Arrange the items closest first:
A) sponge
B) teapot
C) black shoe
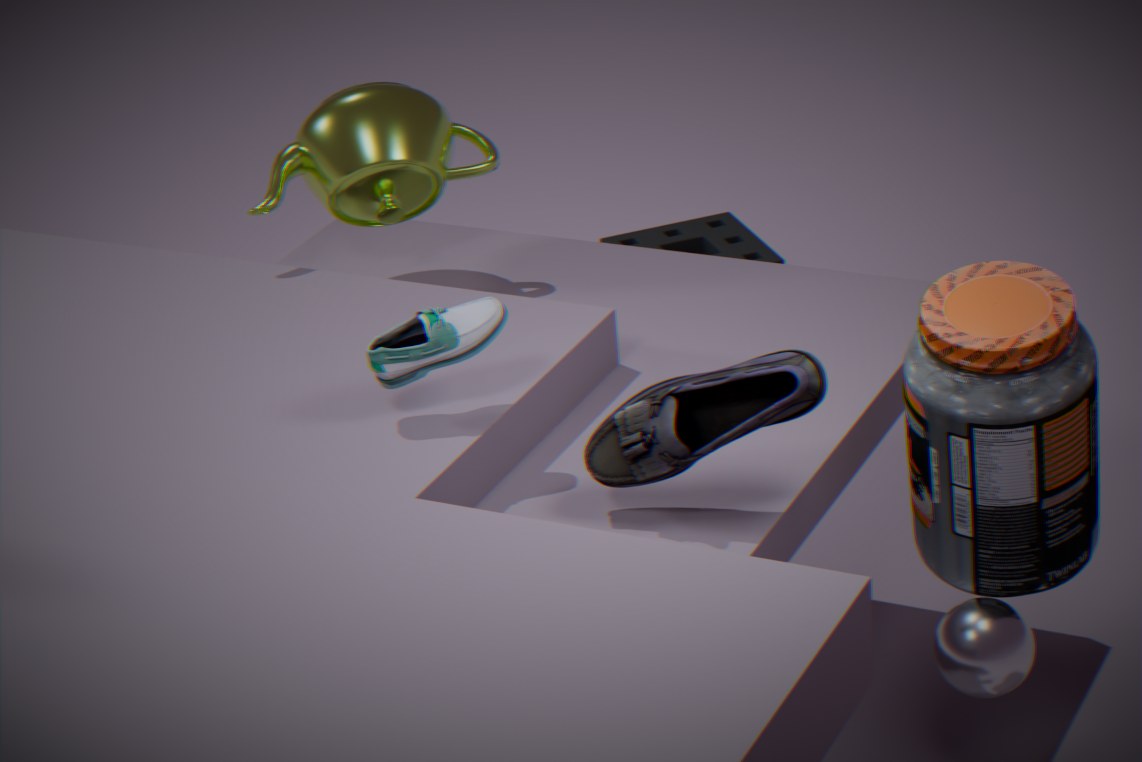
black shoe
teapot
sponge
